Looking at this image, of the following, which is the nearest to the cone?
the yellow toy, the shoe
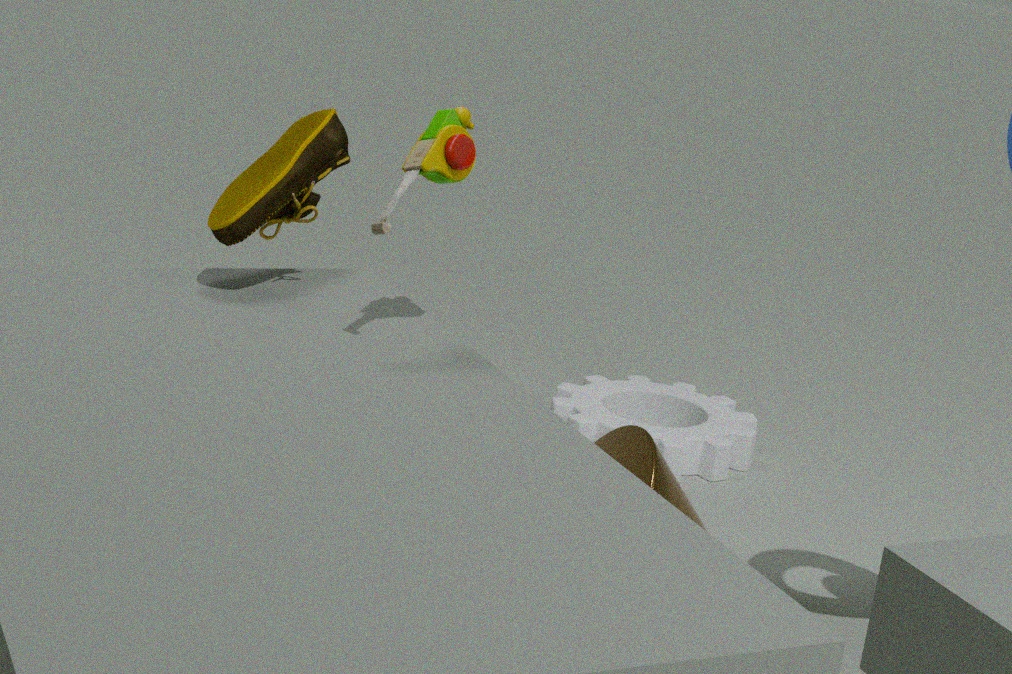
the yellow toy
